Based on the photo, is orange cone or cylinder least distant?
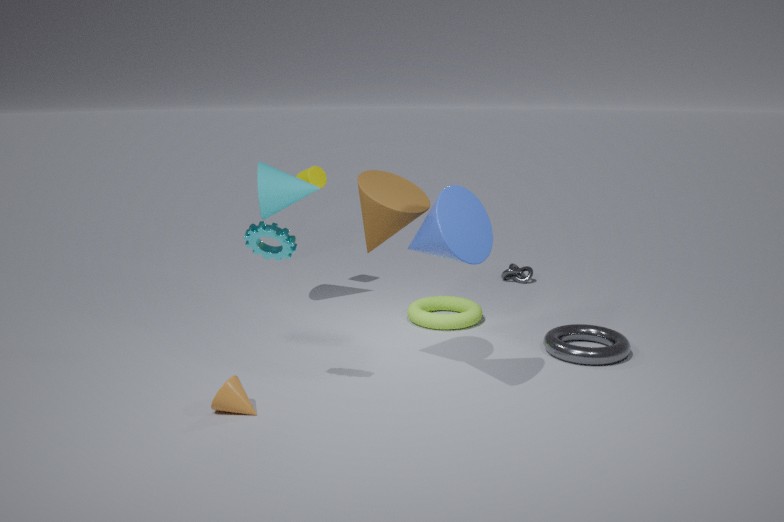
orange cone
